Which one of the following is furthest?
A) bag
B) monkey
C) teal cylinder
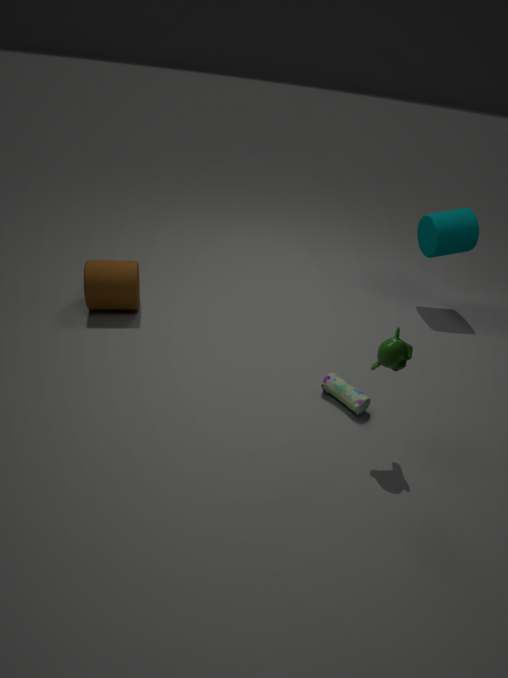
teal cylinder
